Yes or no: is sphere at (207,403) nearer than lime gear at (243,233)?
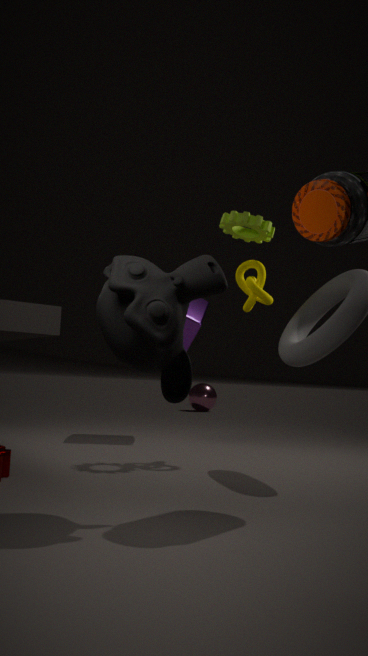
No
